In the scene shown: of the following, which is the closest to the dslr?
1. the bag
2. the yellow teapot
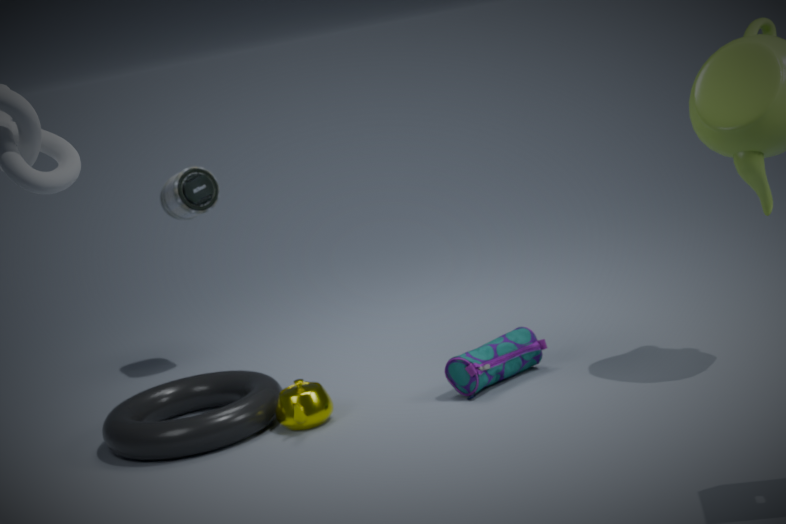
the yellow teapot
